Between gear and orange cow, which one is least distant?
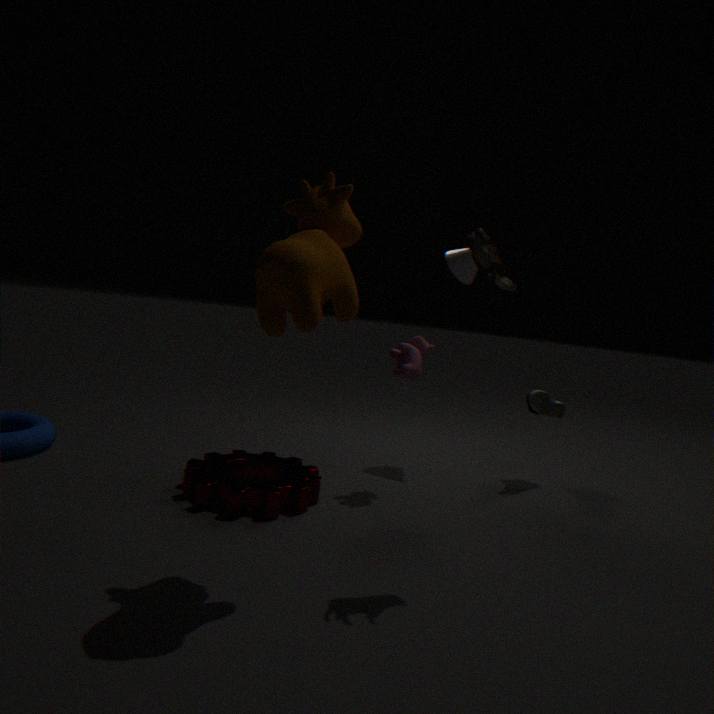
orange cow
